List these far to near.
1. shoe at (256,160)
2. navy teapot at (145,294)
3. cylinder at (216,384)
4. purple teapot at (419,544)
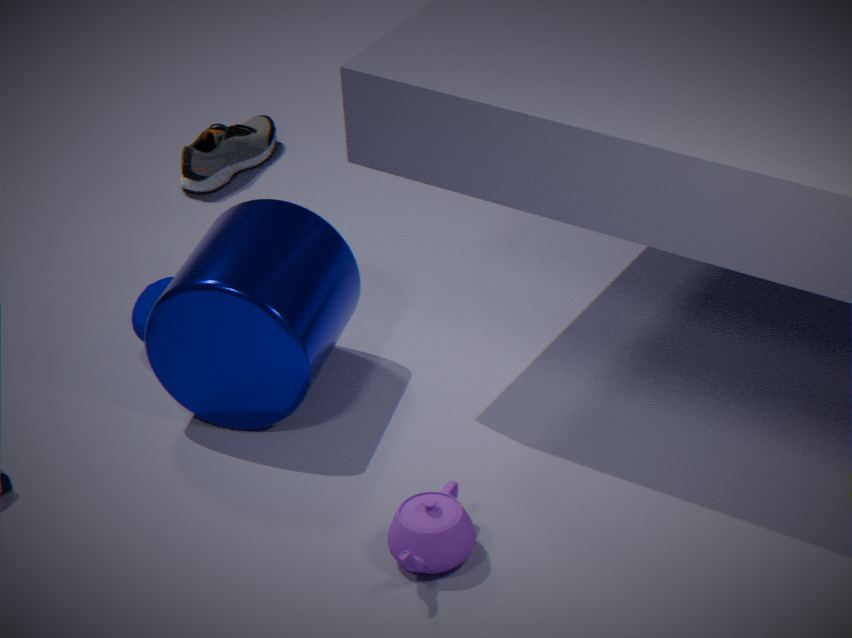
shoe at (256,160), navy teapot at (145,294), cylinder at (216,384), purple teapot at (419,544)
